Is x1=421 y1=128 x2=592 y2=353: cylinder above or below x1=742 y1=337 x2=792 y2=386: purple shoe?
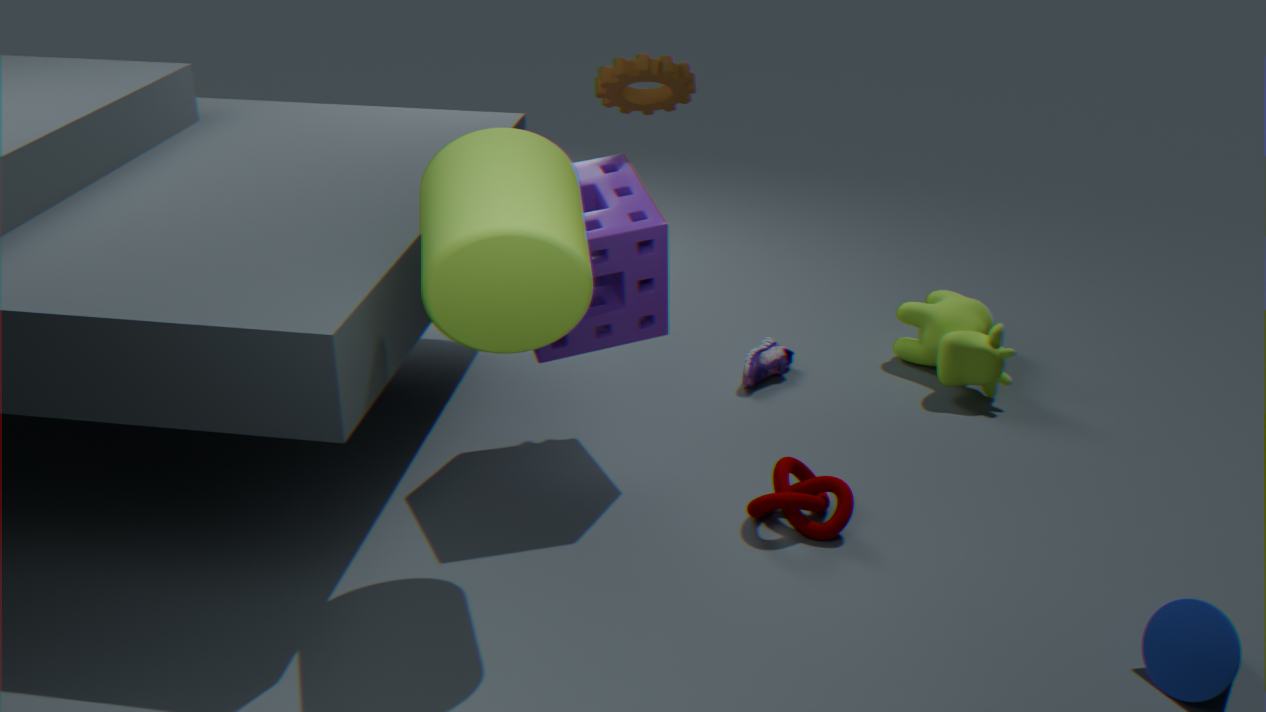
above
